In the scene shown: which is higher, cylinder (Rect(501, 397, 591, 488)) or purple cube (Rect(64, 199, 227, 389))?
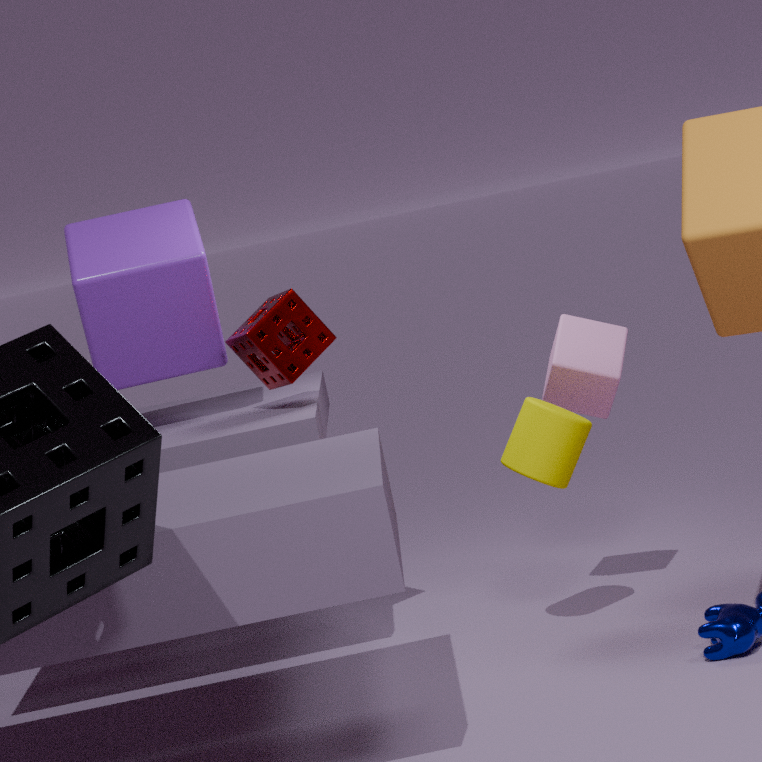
purple cube (Rect(64, 199, 227, 389))
